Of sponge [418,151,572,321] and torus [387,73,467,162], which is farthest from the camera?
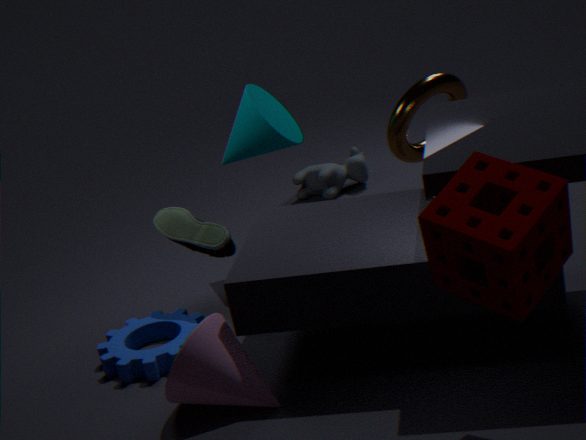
torus [387,73,467,162]
